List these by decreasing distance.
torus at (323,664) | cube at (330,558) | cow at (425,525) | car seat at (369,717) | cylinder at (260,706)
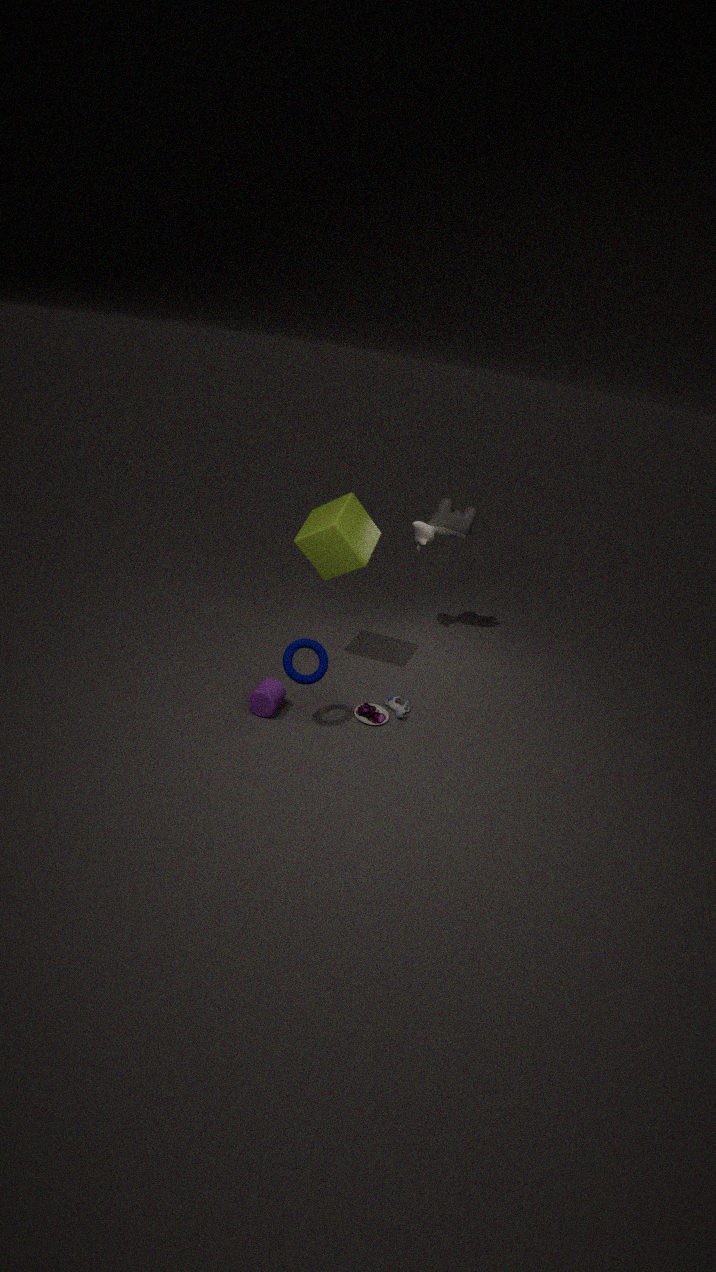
cow at (425,525) < car seat at (369,717) < cube at (330,558) < cylinder at (260,706) < torus at (323,664)
